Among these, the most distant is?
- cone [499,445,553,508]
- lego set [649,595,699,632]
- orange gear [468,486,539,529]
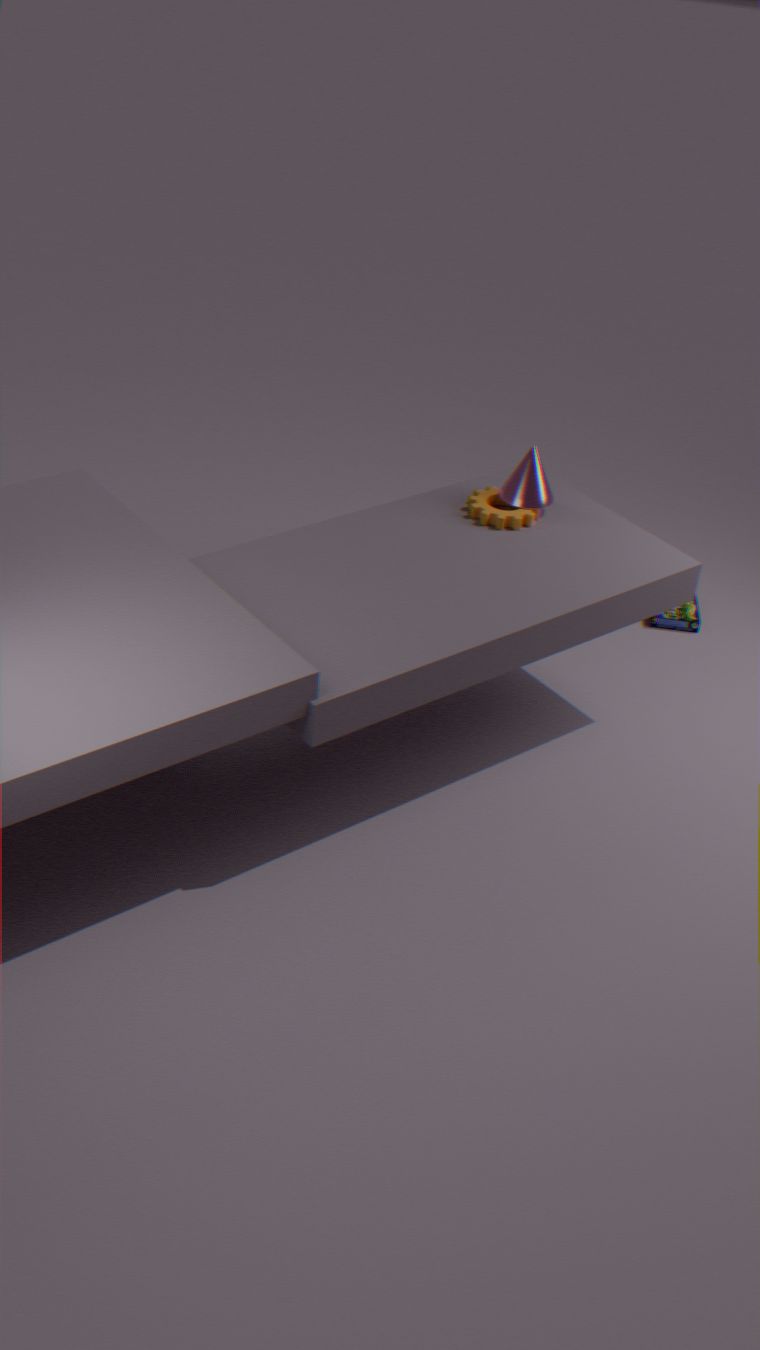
lego set [649,595,699,632]
